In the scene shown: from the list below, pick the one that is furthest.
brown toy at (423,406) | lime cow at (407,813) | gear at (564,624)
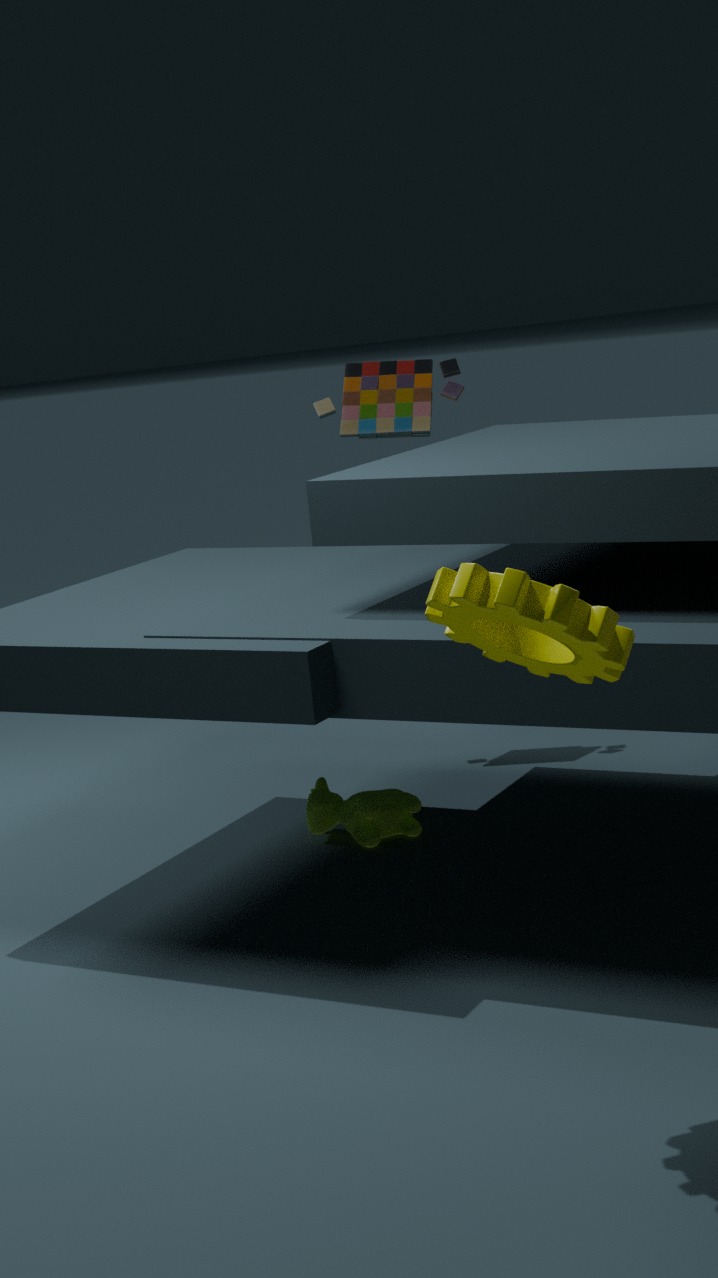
brown toy at (423,406)
